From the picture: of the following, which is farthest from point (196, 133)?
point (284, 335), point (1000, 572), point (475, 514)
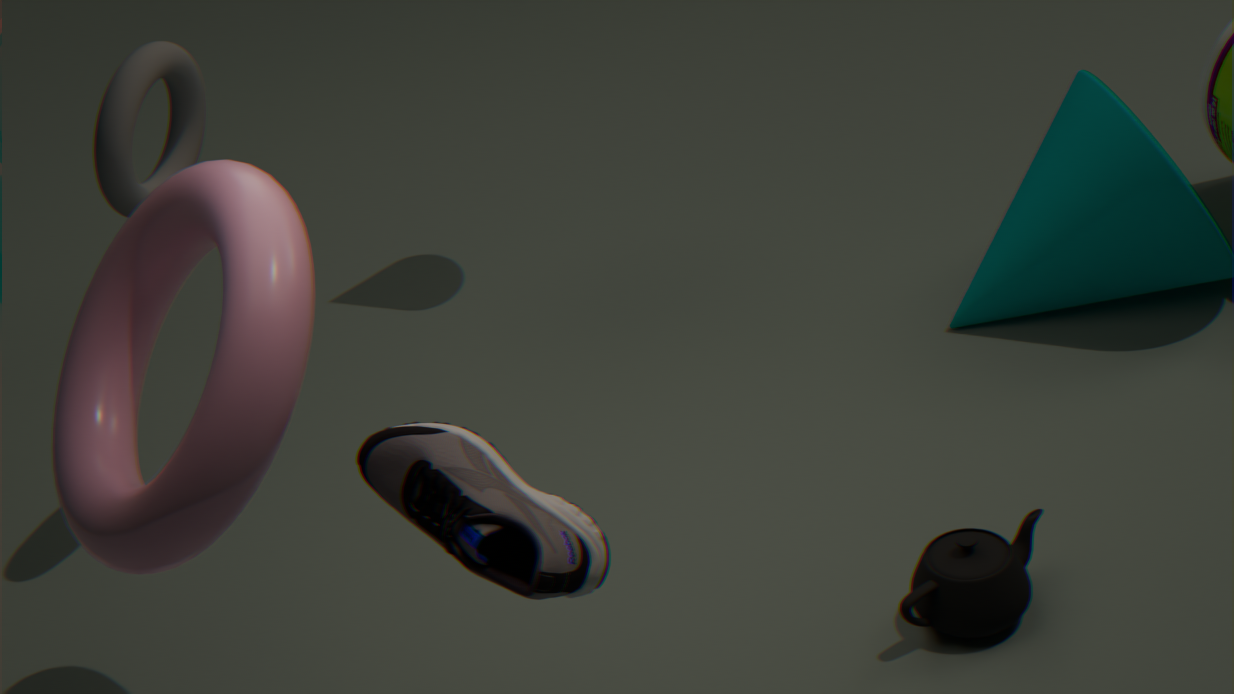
point (1000, 572)
